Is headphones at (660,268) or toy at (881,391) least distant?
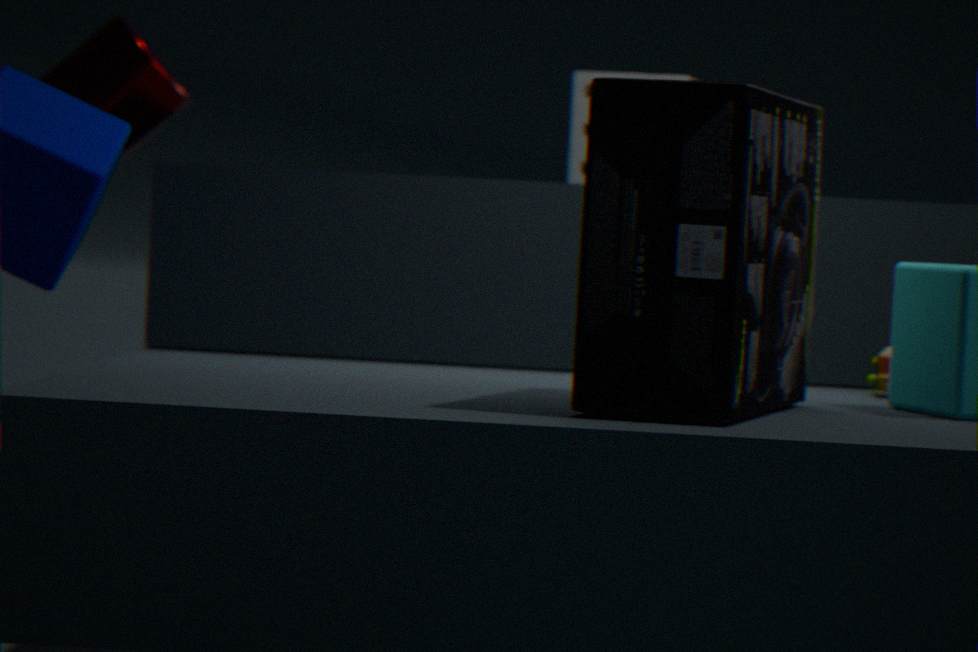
headphones at (660,268)
